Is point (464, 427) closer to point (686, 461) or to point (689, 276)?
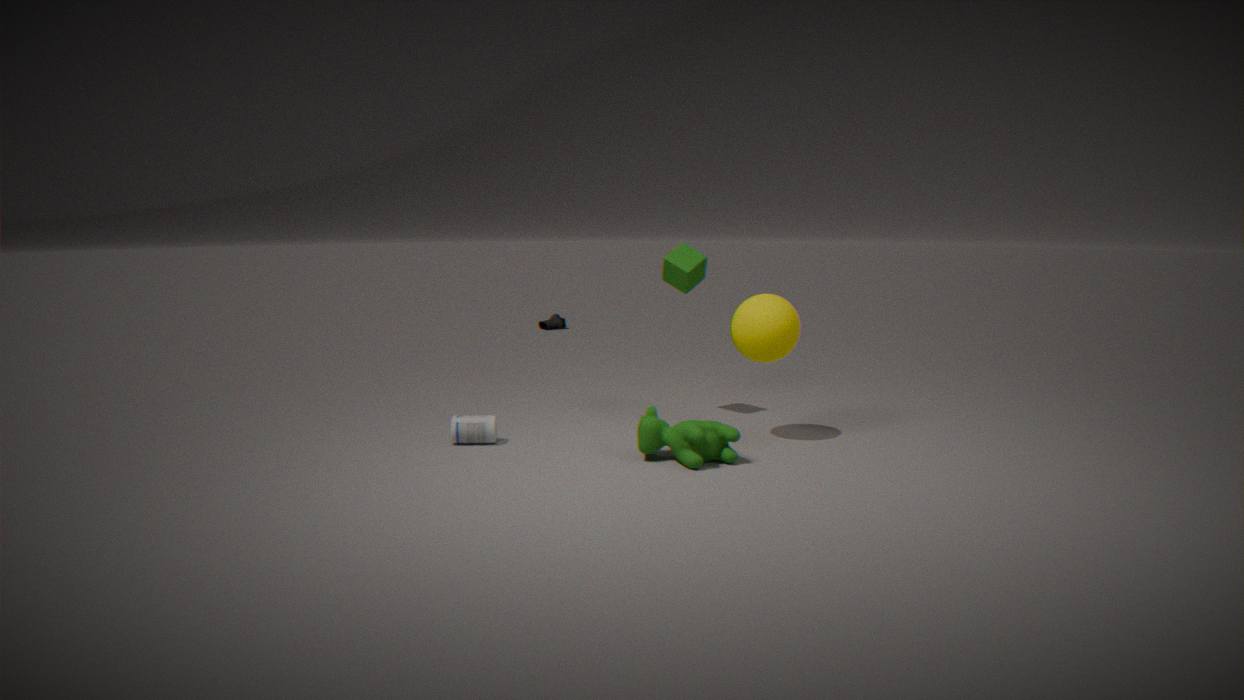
point (686, 461)
